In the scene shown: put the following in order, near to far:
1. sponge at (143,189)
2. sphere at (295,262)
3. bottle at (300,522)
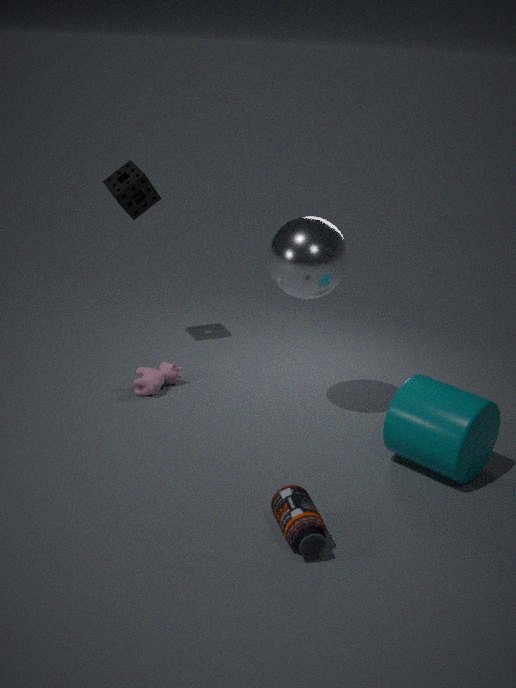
1. bottle at (300,522)
2. sphere at (295,262)
3. sponge at (143,189)
